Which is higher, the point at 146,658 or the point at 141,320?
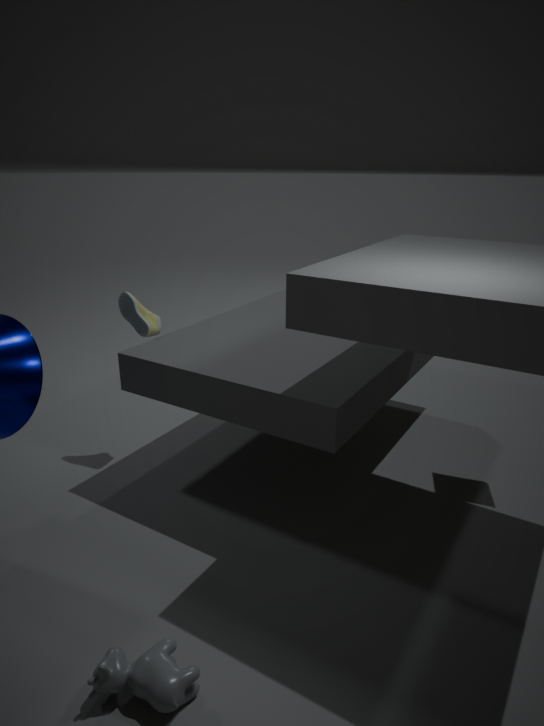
the point at 141,320
